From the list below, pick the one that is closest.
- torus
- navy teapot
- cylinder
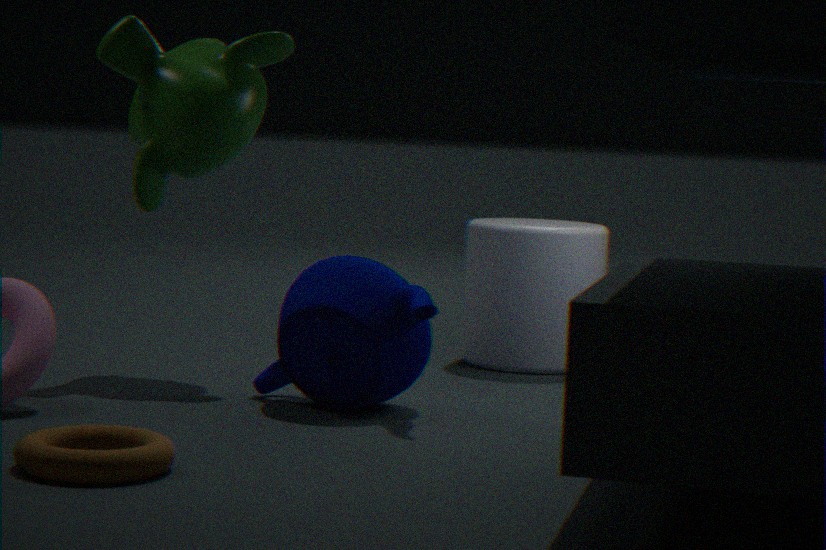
torus
